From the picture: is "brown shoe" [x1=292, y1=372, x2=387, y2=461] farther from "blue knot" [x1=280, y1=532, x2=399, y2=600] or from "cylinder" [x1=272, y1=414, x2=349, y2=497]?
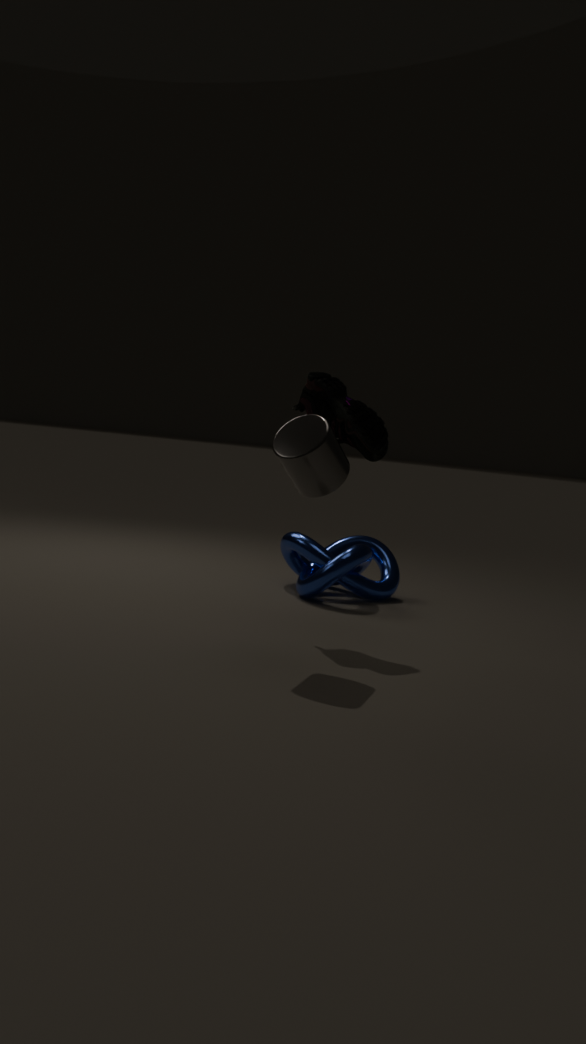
"blue knot" [x1=280, y1=532, x2=399, y2=600]
